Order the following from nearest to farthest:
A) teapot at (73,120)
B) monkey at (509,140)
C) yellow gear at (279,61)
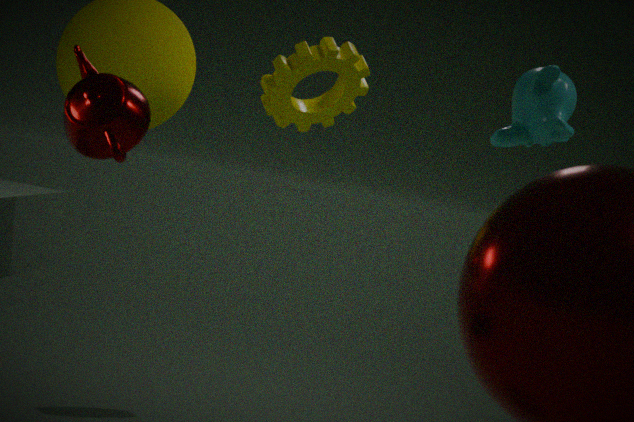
teapot at (73,120)
monkey at (509,140)
yellow gear at (279,61)
